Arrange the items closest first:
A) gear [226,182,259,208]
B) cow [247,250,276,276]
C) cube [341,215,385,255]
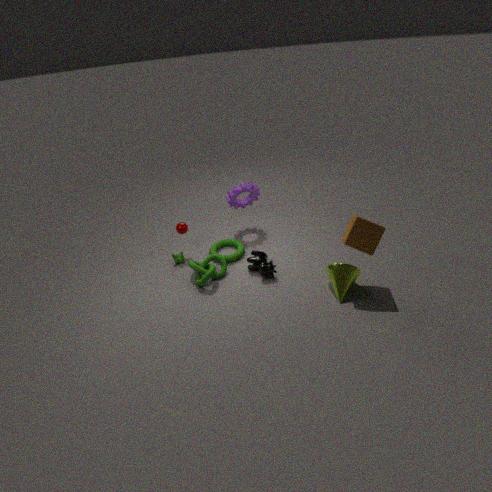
cube [341,215,385,255]
cow [247,250,276,276]
gear [226,182,259,208]
